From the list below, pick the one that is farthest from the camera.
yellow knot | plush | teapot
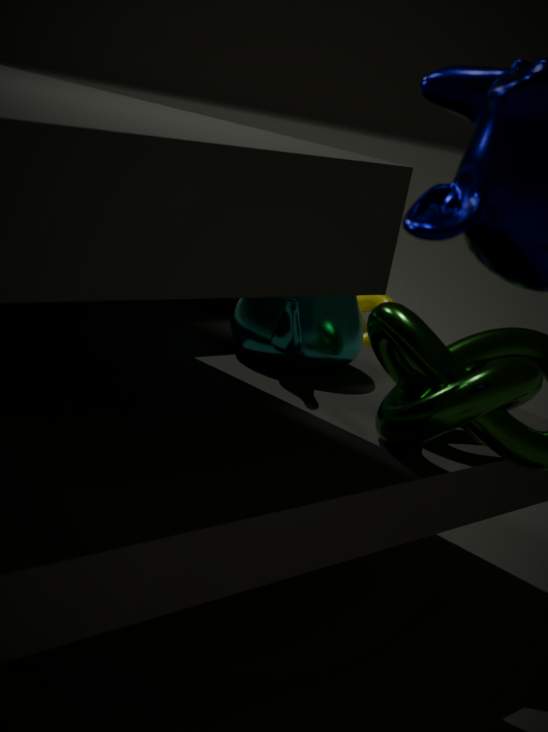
yellow knot
